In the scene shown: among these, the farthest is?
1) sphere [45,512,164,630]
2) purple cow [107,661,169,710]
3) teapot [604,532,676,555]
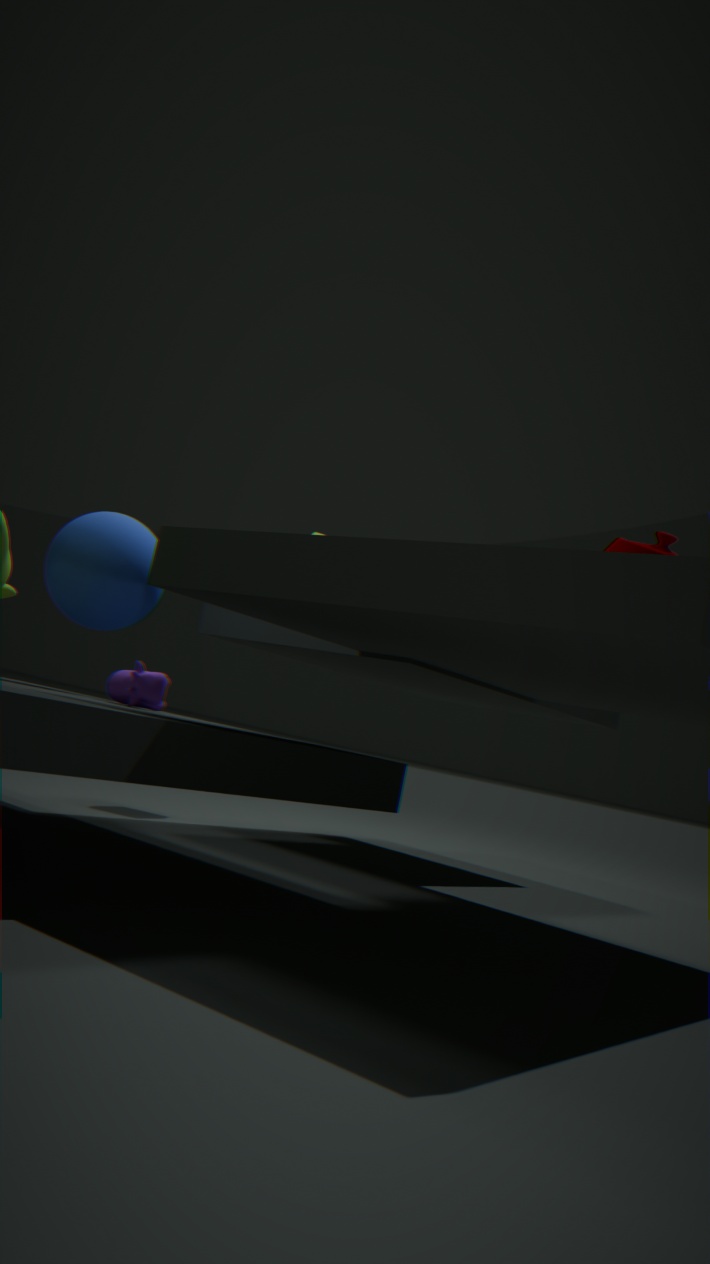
1. sphere [45,512,164,630]
